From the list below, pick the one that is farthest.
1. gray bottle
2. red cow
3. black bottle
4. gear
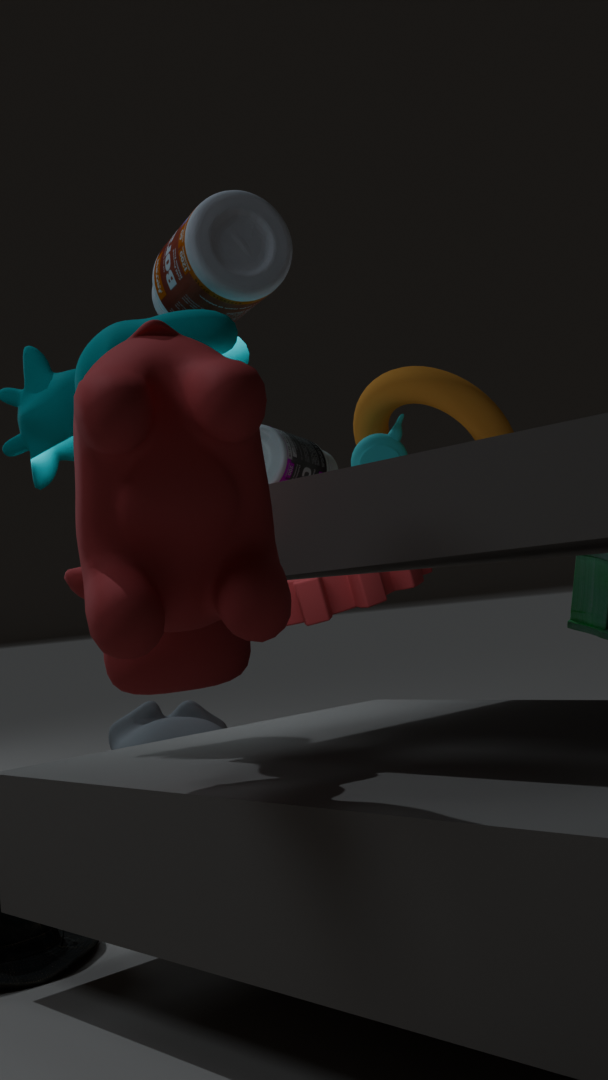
black bottle
